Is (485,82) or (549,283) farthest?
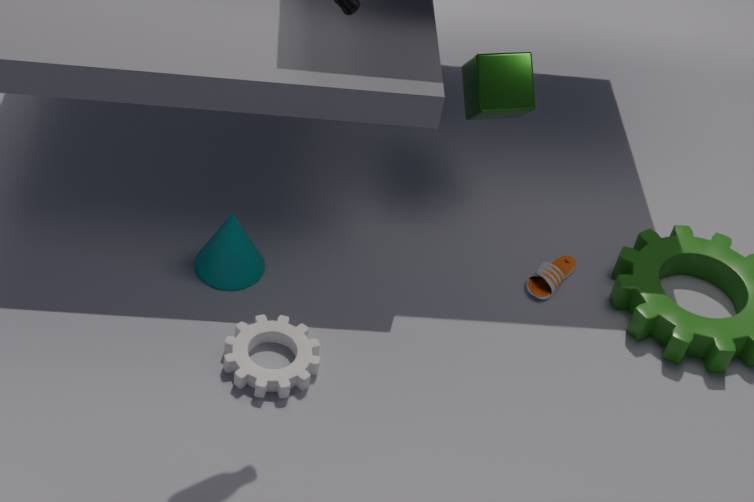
(549,283)
